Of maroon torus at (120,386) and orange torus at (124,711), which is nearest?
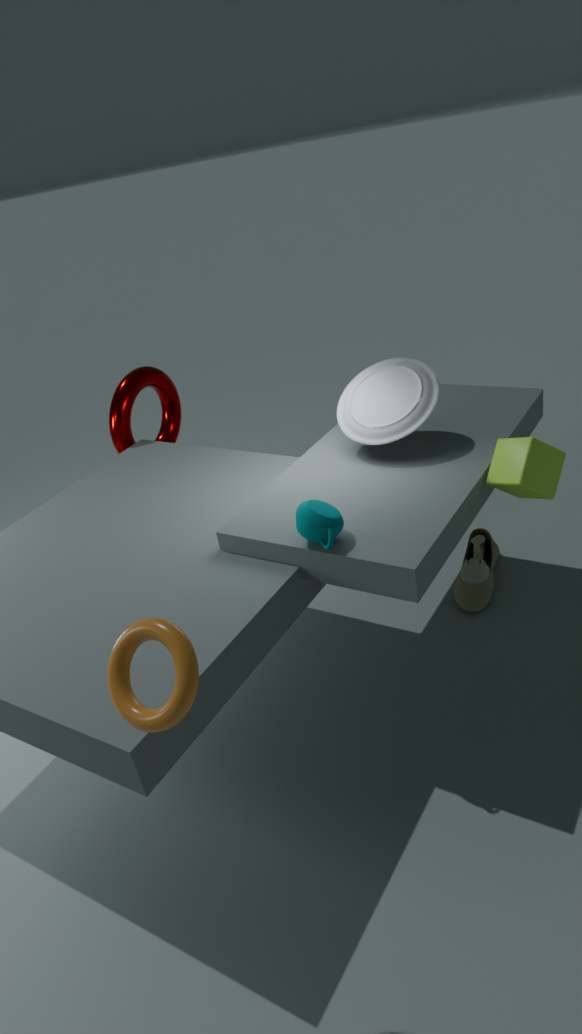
orange torus at (124,711)
